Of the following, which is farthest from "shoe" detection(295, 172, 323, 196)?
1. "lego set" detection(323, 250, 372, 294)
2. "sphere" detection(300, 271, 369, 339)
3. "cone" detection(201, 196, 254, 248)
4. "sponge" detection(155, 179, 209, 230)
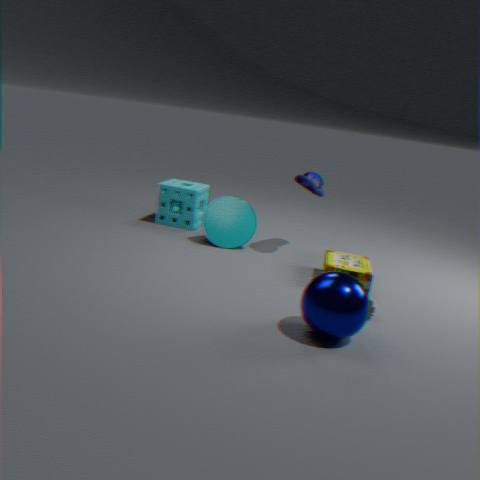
"sphere" detection(300, 271, 369, 339)
